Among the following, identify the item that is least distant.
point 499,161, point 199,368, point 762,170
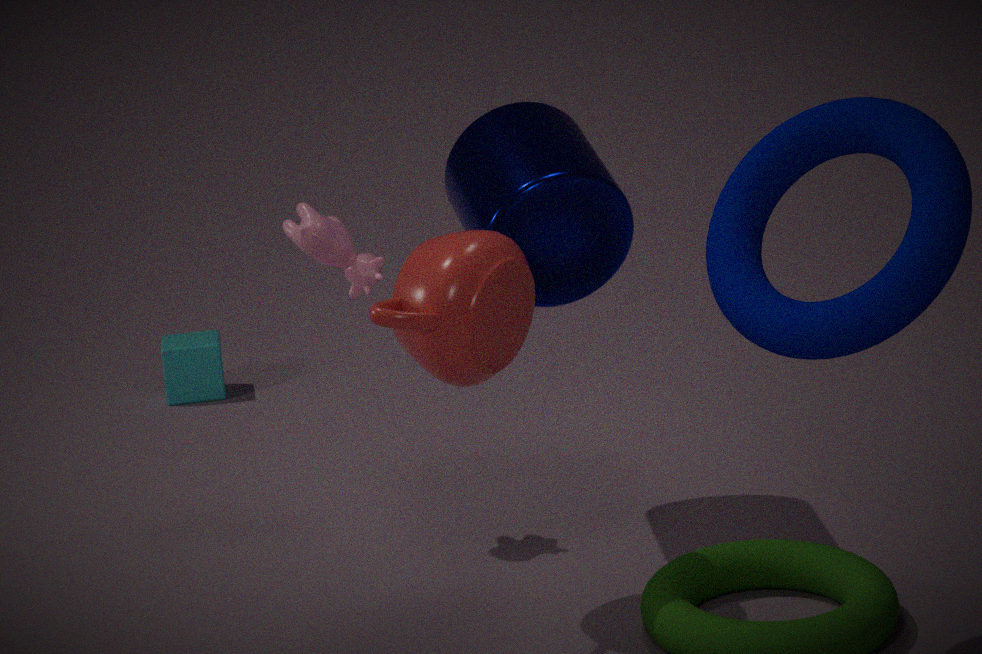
point 762,170
